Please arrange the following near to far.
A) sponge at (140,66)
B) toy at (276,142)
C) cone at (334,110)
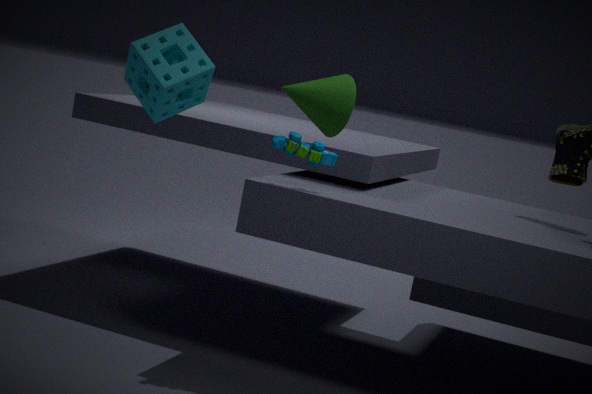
sponge at (140,66) → cone at (334,110) → toy at (276,142)
